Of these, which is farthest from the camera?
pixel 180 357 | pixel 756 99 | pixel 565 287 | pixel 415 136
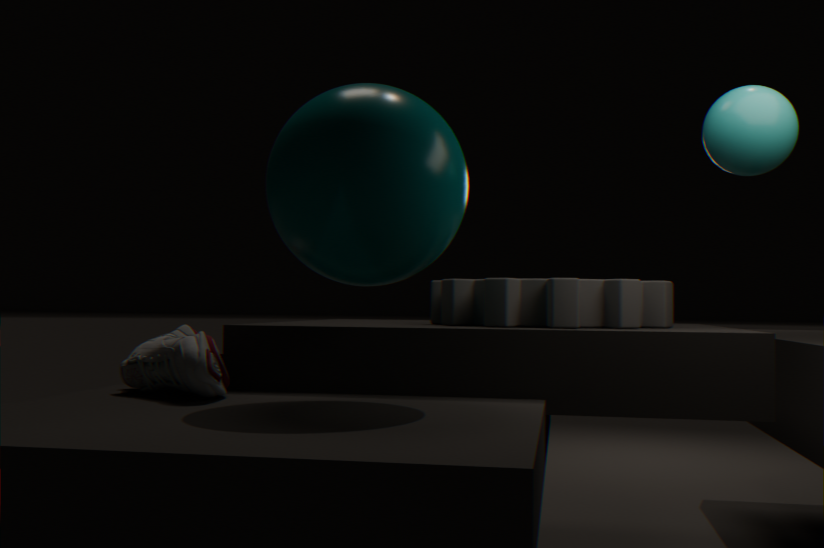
pixel 565 287
